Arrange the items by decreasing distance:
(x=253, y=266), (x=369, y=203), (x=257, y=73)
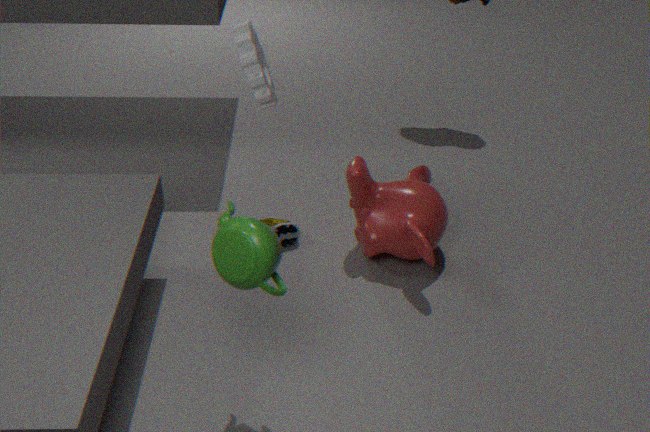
(x=369, y=203)
(x=257, y=73)
(x=253, y=266)
